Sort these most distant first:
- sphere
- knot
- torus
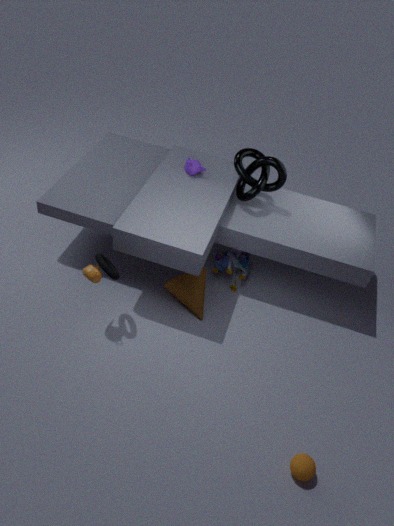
knot, torus, sphere
